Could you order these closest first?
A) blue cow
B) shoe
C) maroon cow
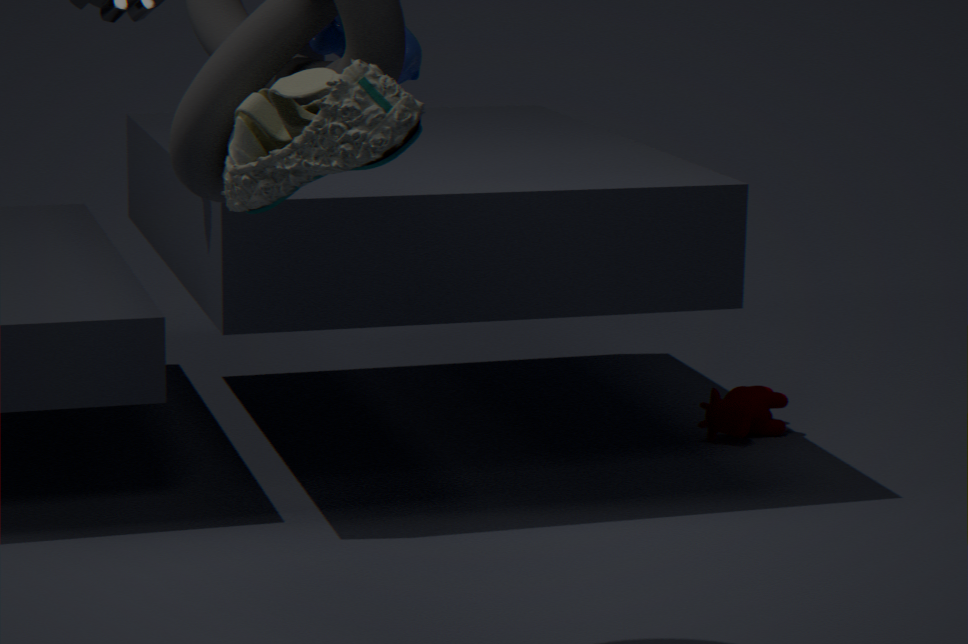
shoe < blue cow < maroon cow
